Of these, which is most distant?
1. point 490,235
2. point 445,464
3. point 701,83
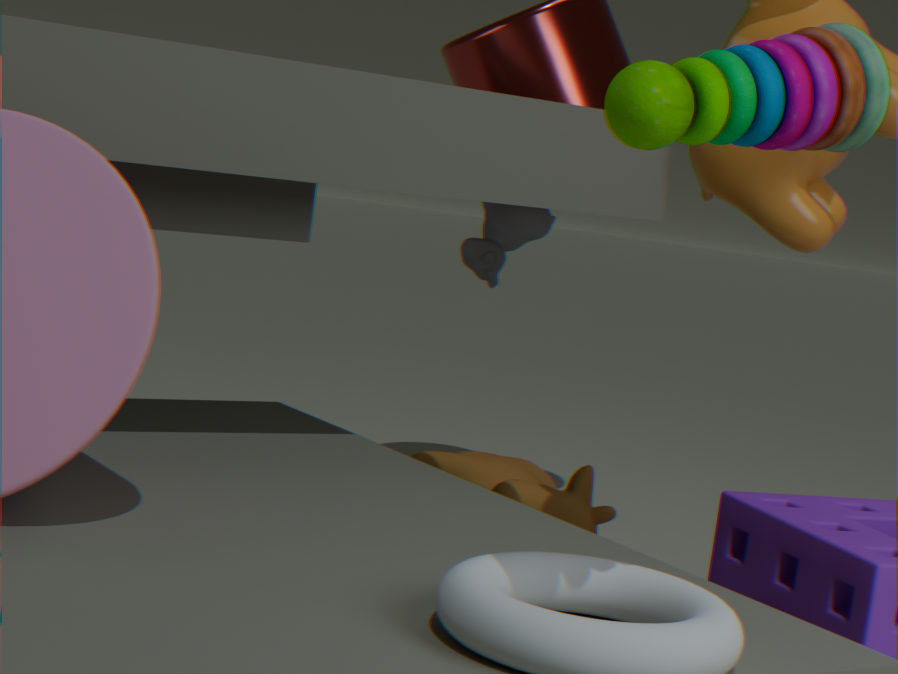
point 490,235
